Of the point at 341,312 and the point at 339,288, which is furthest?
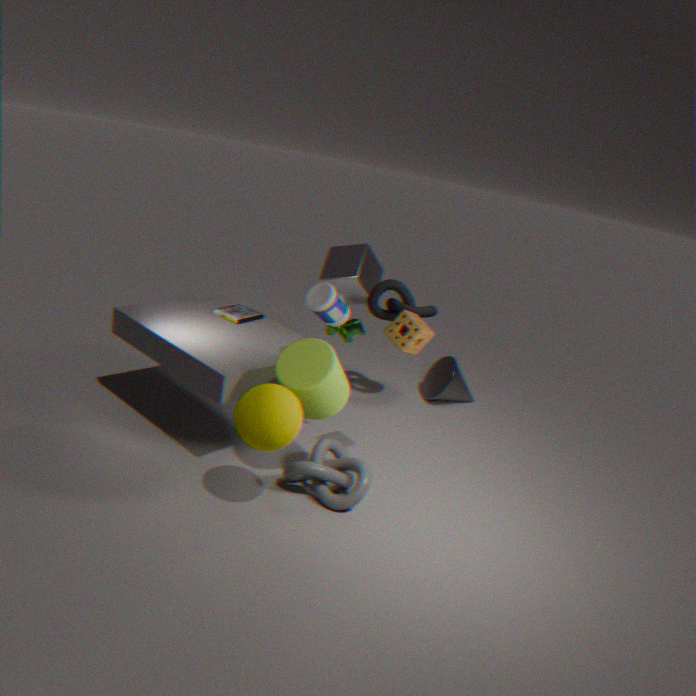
the point at 339,288
